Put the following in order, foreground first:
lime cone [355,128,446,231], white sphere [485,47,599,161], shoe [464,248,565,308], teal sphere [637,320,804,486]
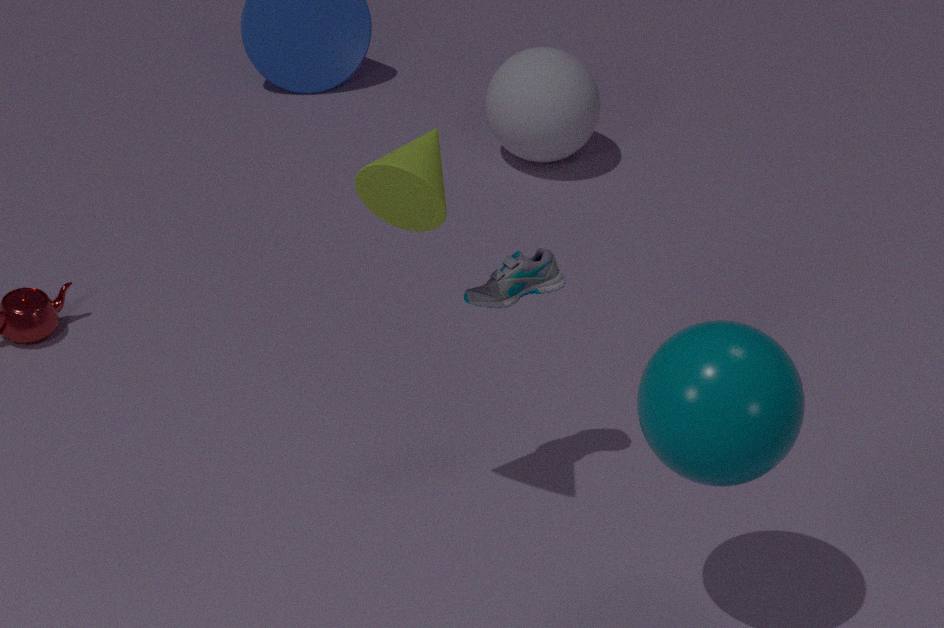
teal sphere [637,320,804,486], lime cone [355,128,446,231], shoe [464,248,565,308], white sphere [485,47,599,161]
